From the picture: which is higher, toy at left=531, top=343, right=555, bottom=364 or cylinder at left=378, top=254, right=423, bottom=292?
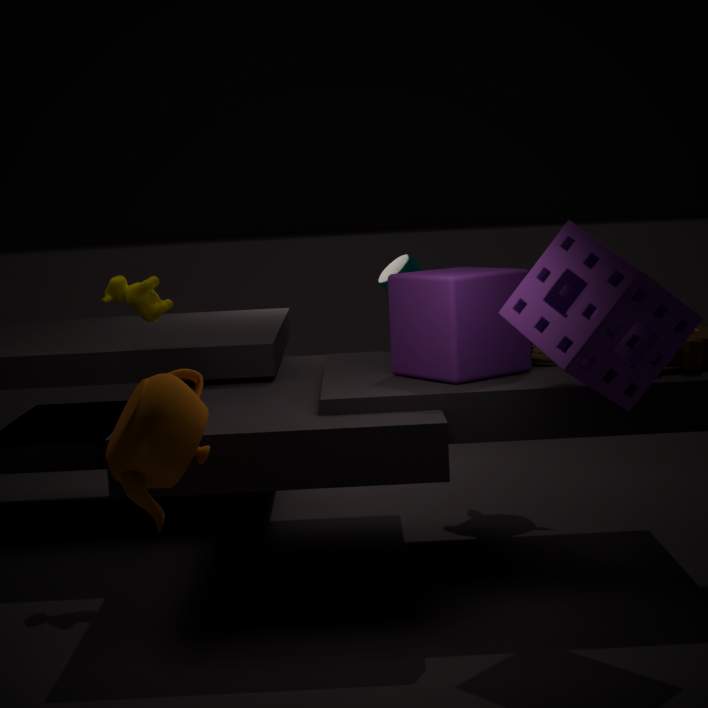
cylinder at left=378, top=254, right=423, bottom=292
